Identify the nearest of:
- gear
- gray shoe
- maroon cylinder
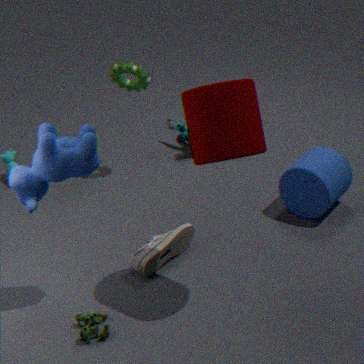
maroon cylinder
